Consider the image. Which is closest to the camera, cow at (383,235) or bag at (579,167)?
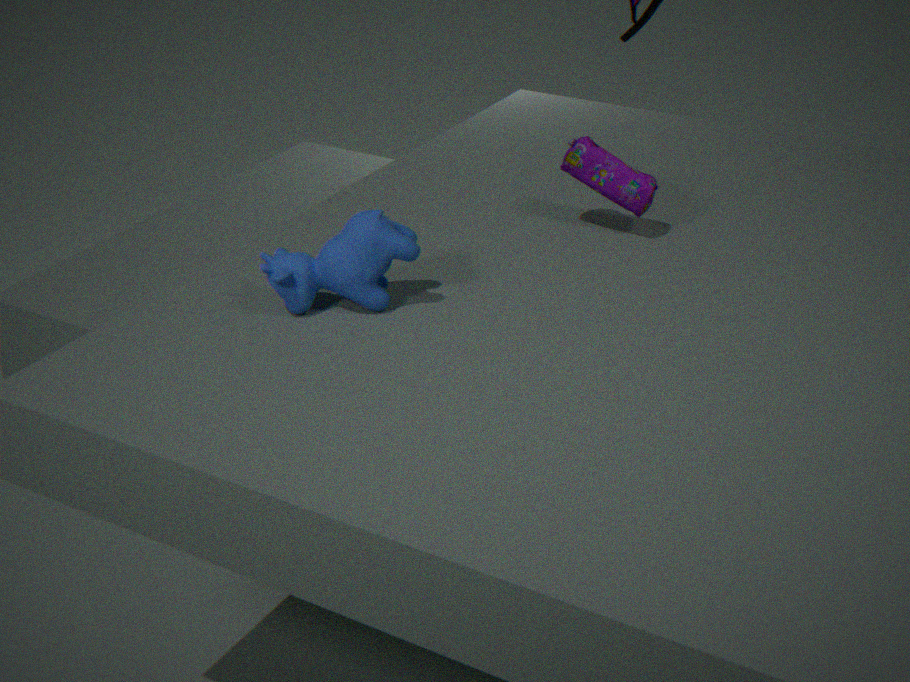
cow at (383,235)
